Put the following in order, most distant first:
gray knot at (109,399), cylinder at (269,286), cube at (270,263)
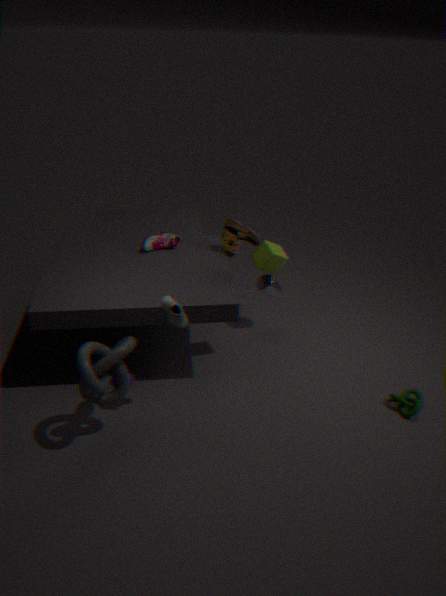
cylinder at (269,286) < cube at (270,263) < gray knot at (109,399)
